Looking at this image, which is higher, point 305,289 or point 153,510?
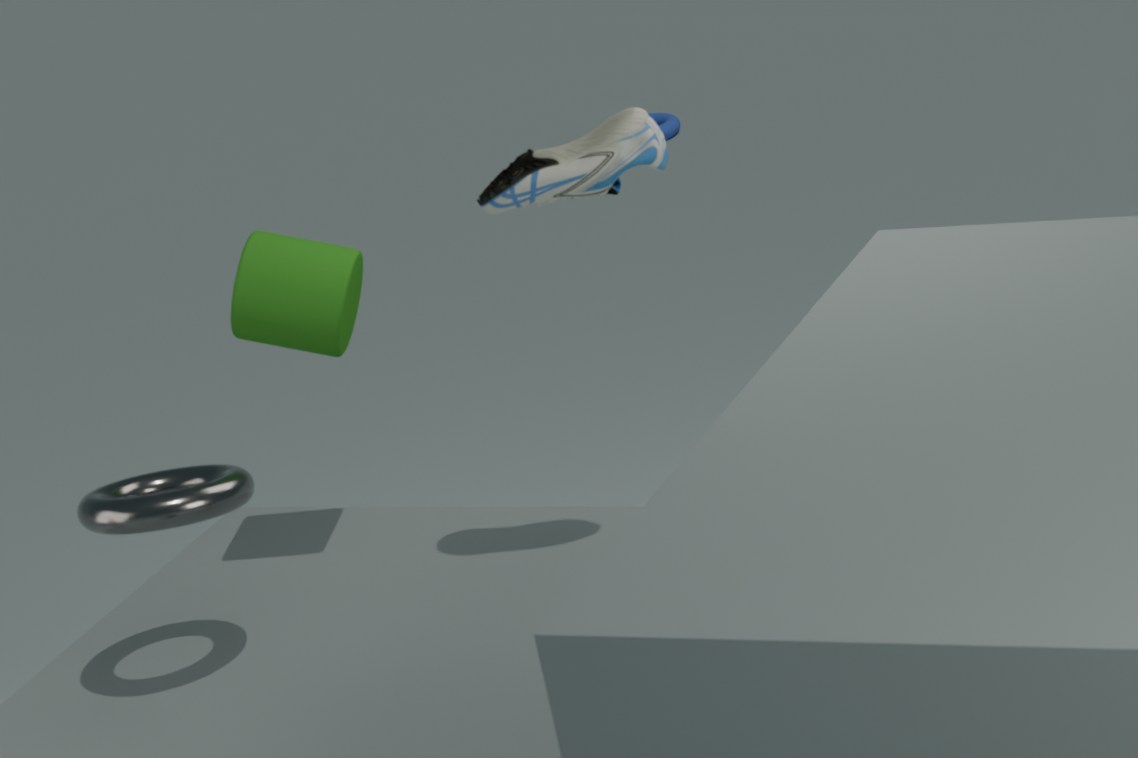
point 305,289
